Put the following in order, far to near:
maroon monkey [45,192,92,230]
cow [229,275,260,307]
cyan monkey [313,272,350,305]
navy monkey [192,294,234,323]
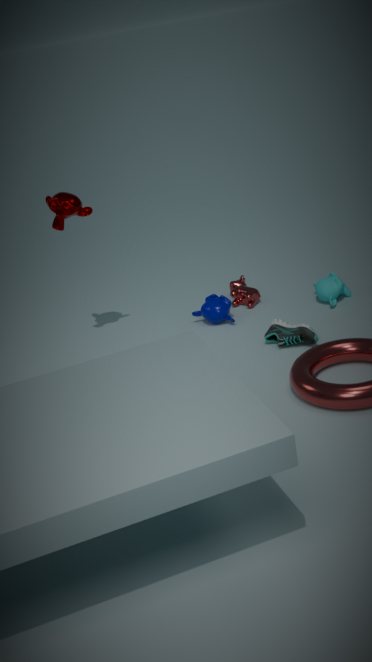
cow [229,275,260,307] < navy monkey [192,294,234,323] < cyan monkey [313,272,350,305] < maroon monkey [45,192,92,230]
